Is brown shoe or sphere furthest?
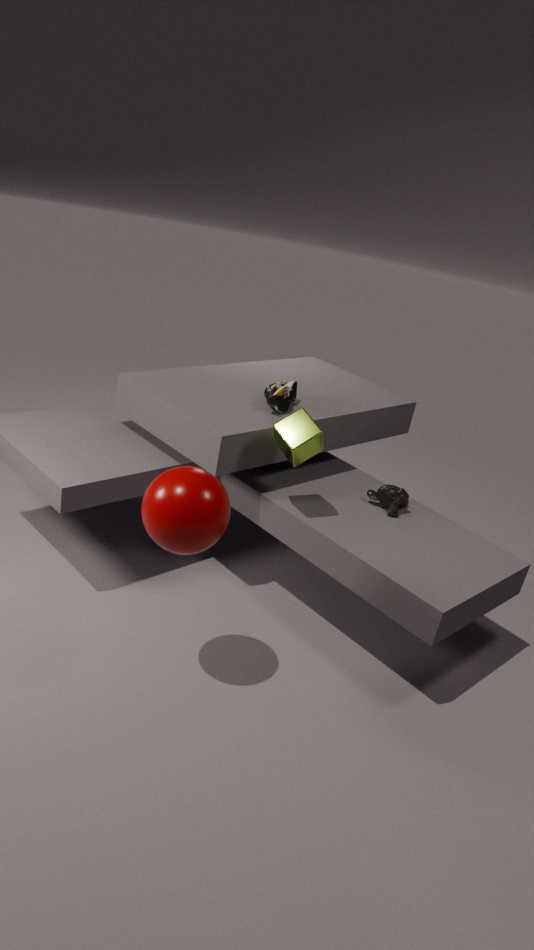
brown shoe
